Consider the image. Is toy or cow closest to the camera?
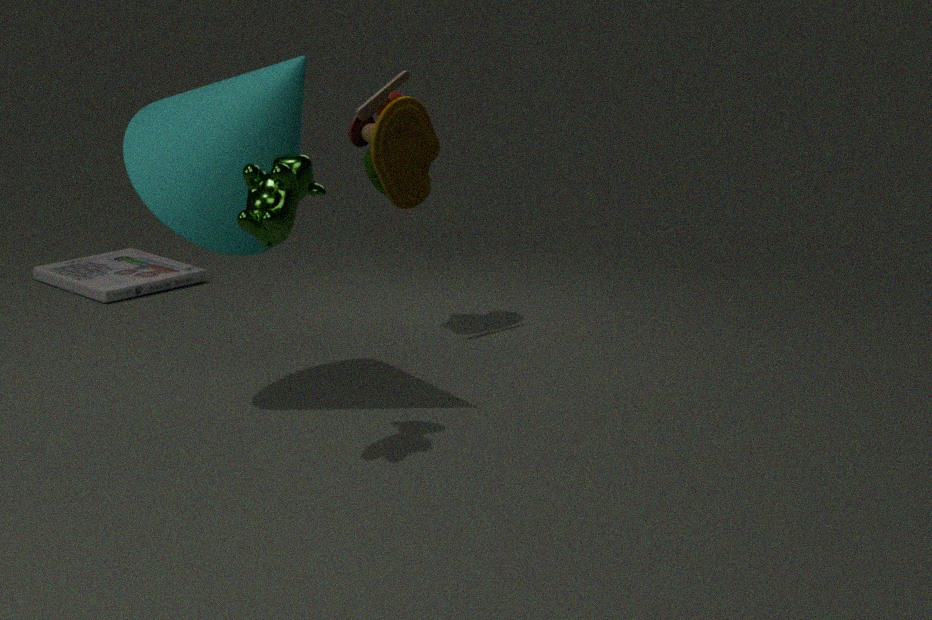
cow
